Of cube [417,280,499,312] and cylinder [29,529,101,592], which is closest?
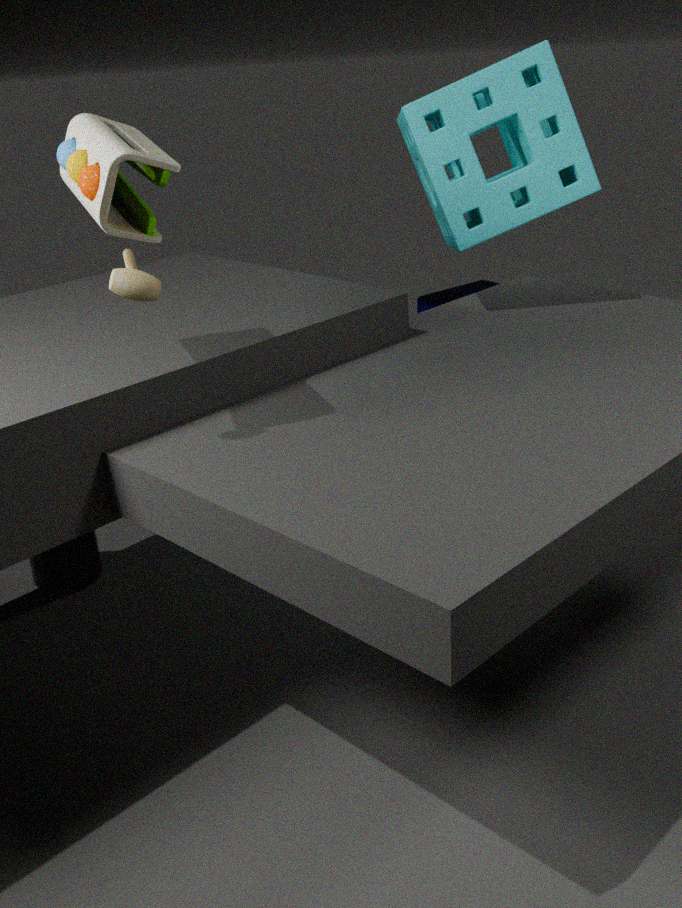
cylinder [29,529,101,592]
